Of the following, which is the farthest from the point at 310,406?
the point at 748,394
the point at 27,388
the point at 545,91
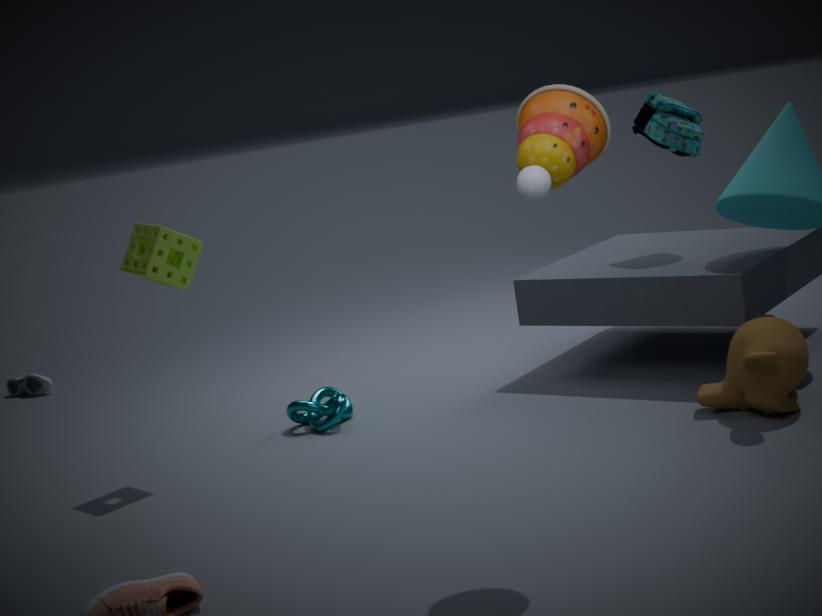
the point at 27,388
